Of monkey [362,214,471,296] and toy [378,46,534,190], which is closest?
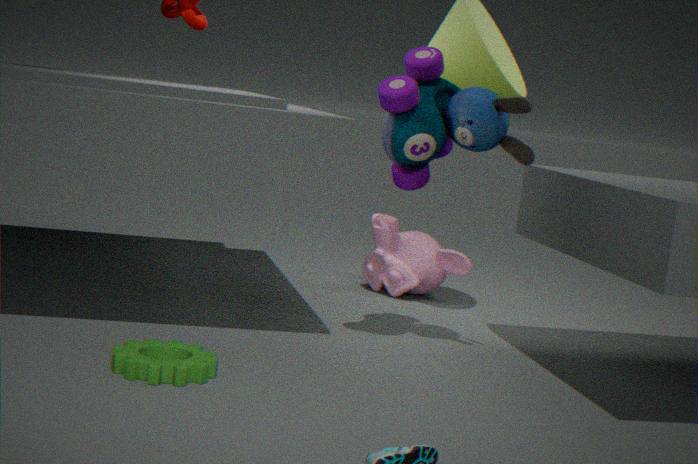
toy [378,46,534,190]
